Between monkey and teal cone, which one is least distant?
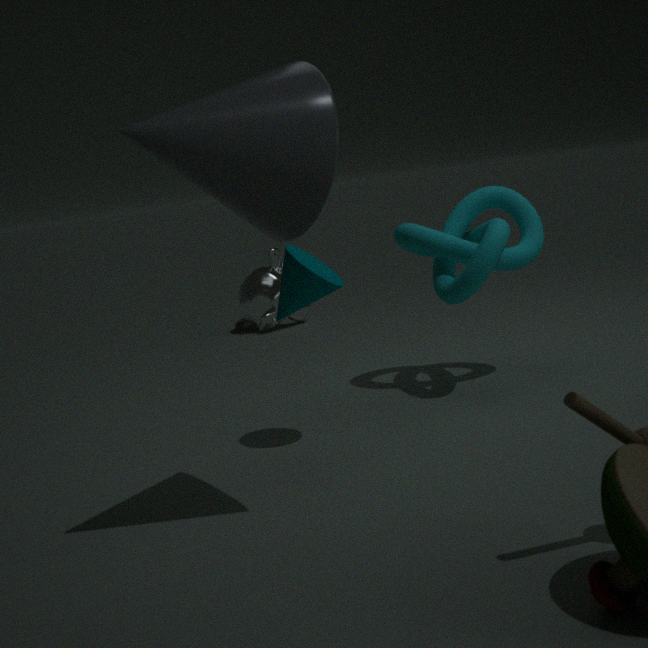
teal cone
